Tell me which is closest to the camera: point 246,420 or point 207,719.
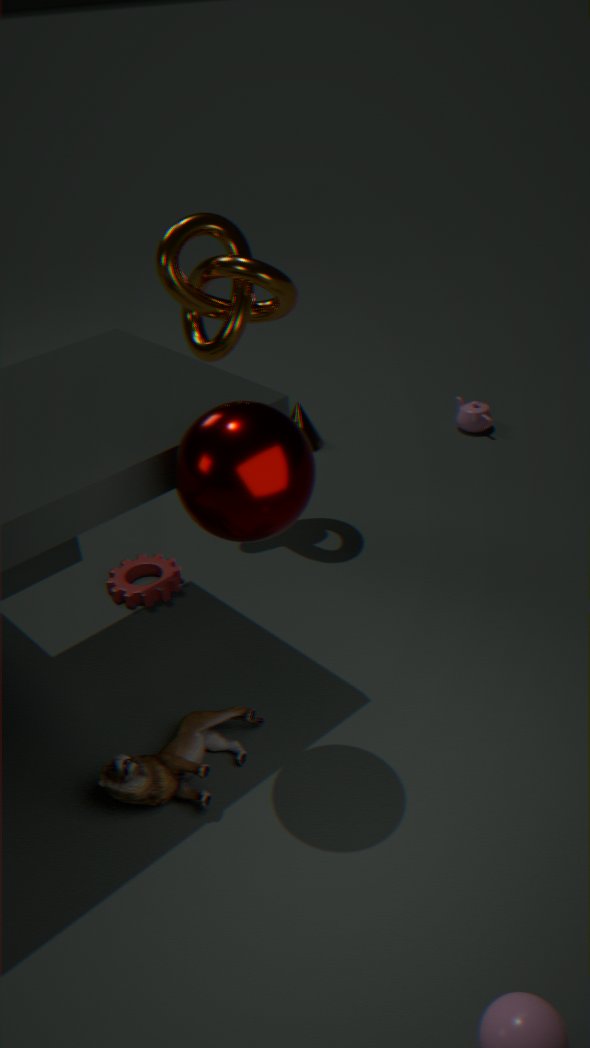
point 246,420
